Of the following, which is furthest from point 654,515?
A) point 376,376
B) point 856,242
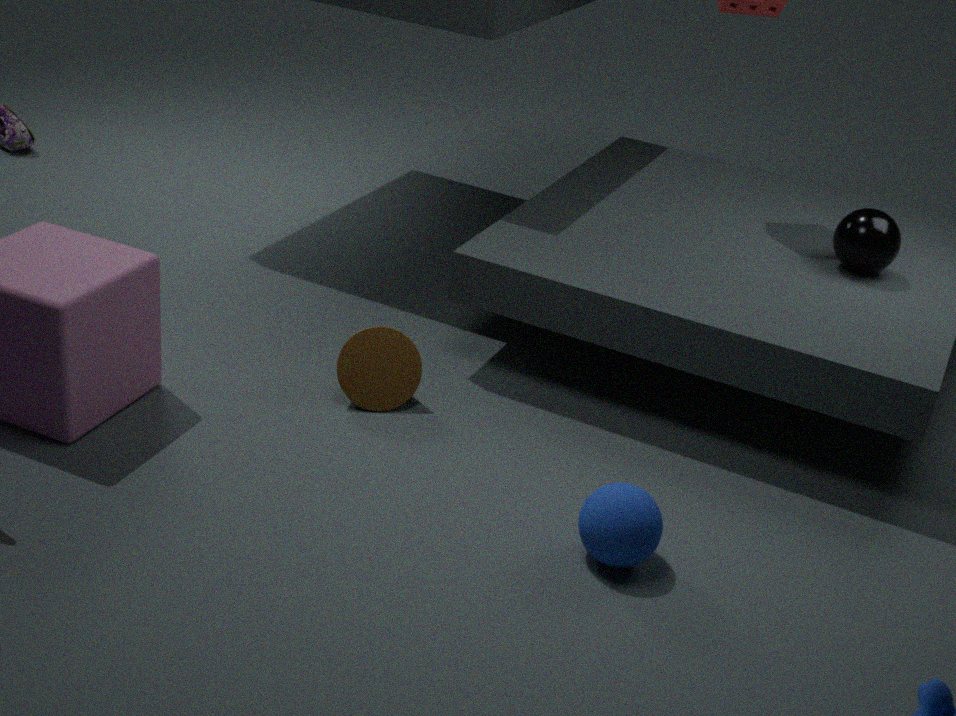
point 856,242
